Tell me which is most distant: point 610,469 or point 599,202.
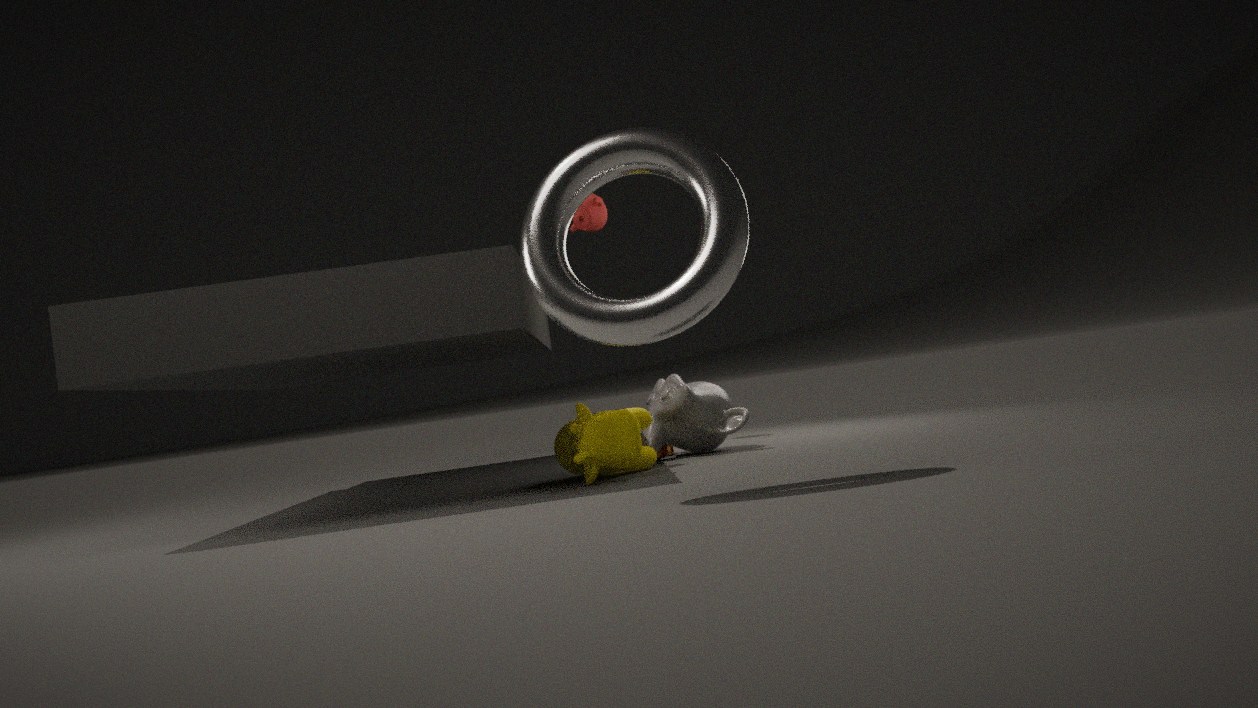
point 599,202
